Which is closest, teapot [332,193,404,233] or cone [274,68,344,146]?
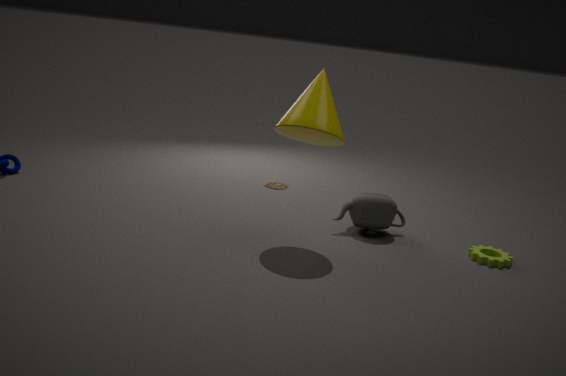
cone [274,68,344,146]
